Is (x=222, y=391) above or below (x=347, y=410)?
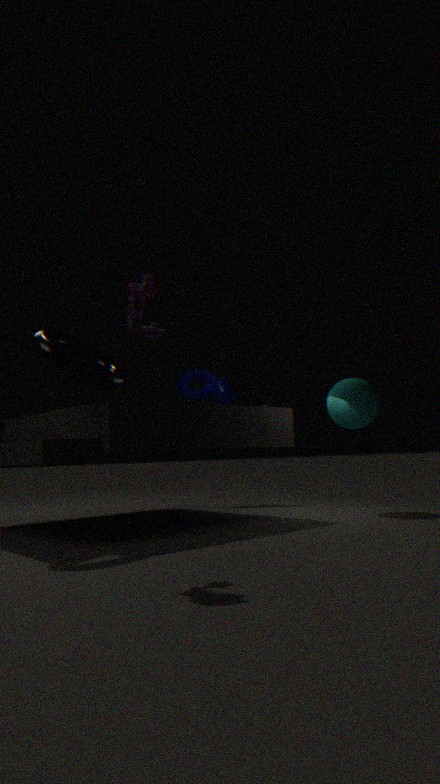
above
